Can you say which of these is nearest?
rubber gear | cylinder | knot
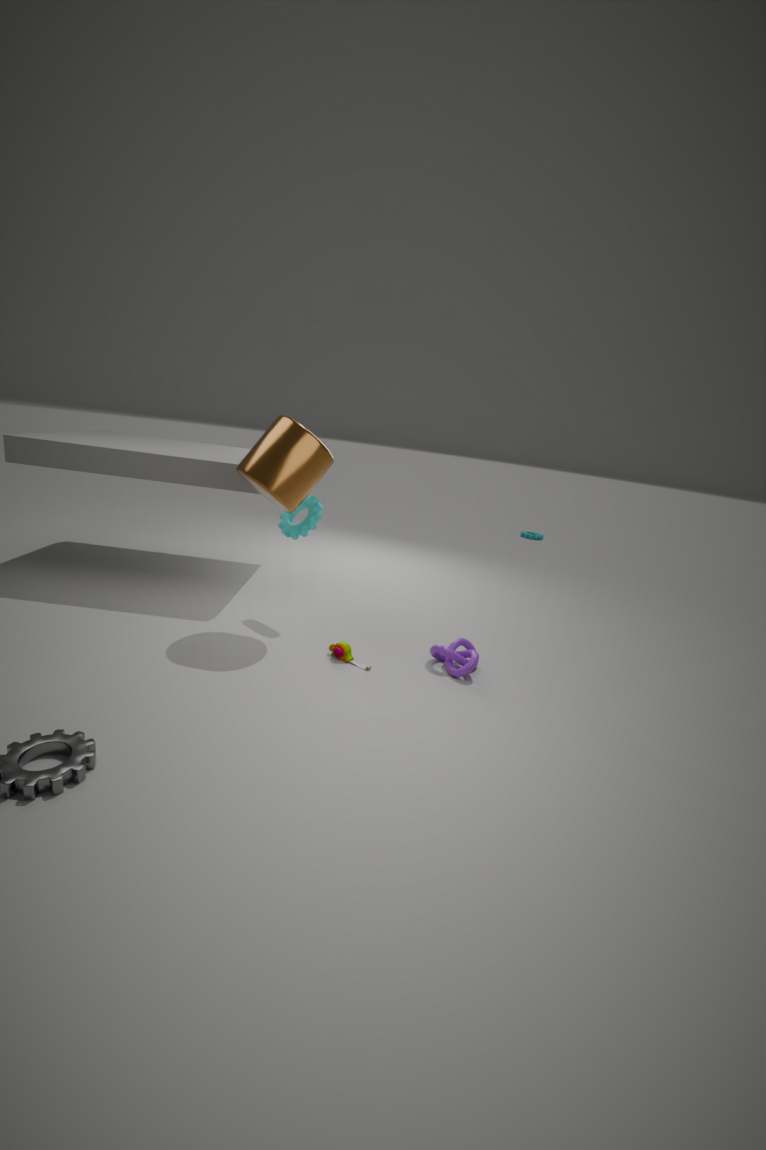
cylinder
